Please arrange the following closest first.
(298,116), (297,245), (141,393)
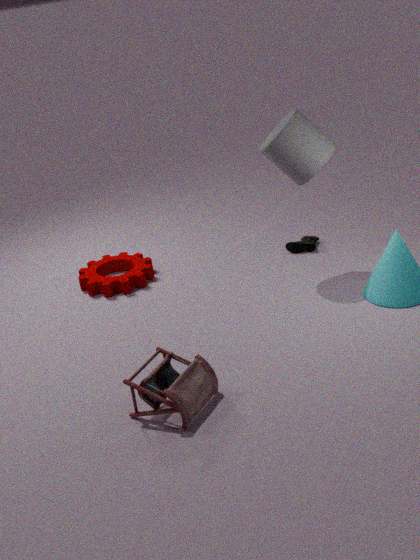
(141,393)
(298,116)
(297,245)
